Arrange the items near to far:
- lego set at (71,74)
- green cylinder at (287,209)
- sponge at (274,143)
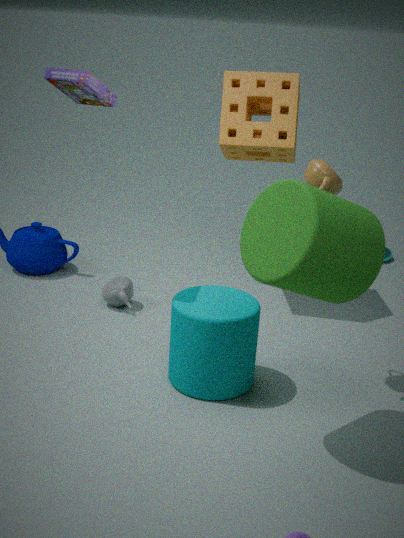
1. green cylinder at (287,209)
2. lego set at (71,74)
3. sponge at (274,143)
